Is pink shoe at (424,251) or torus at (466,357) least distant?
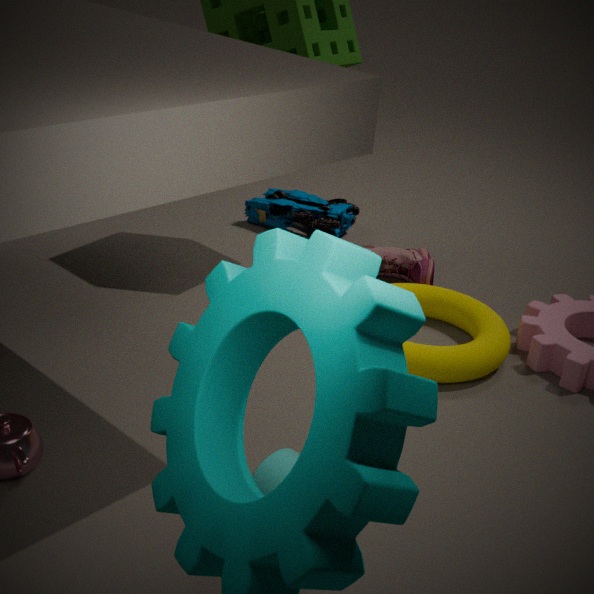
torus at (466,357)
